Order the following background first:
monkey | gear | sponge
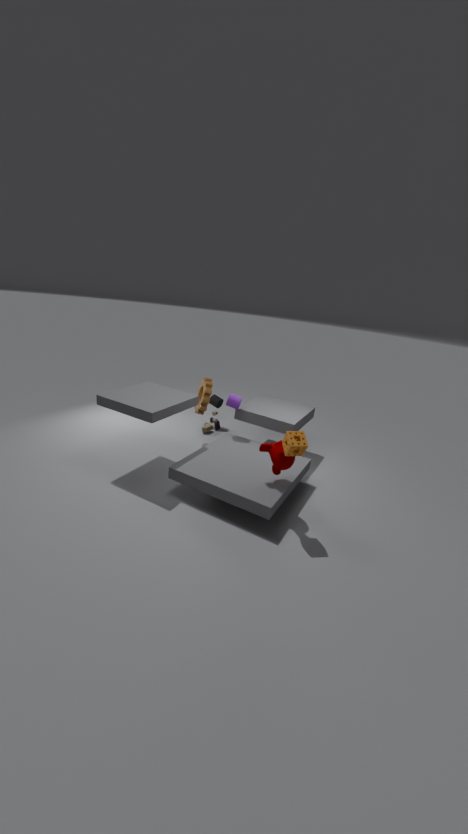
1. gear
2. monkey
3. sponge
